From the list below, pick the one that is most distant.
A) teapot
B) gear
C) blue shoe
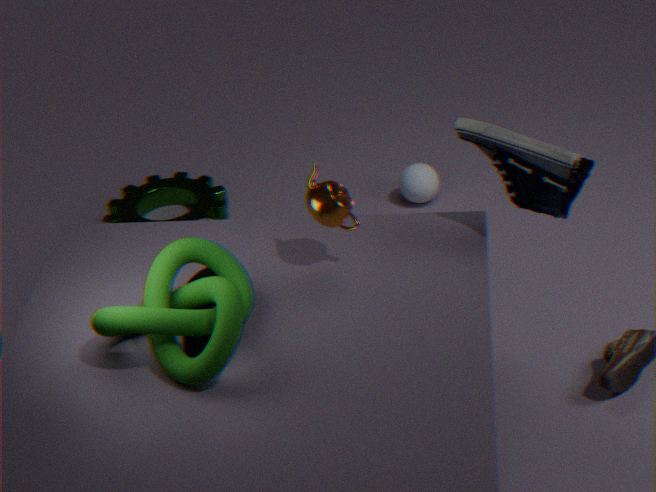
gear
